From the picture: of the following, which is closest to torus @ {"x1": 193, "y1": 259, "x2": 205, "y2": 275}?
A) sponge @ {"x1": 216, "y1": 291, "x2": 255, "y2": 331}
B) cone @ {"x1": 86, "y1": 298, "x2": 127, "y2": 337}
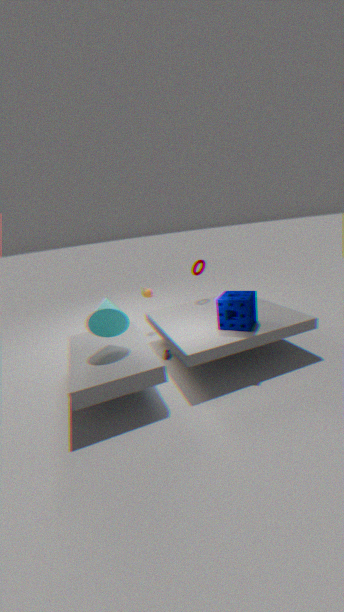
sponge @ {"x1": 216, "y1": 291, "x2": 255, "y2": 331}
